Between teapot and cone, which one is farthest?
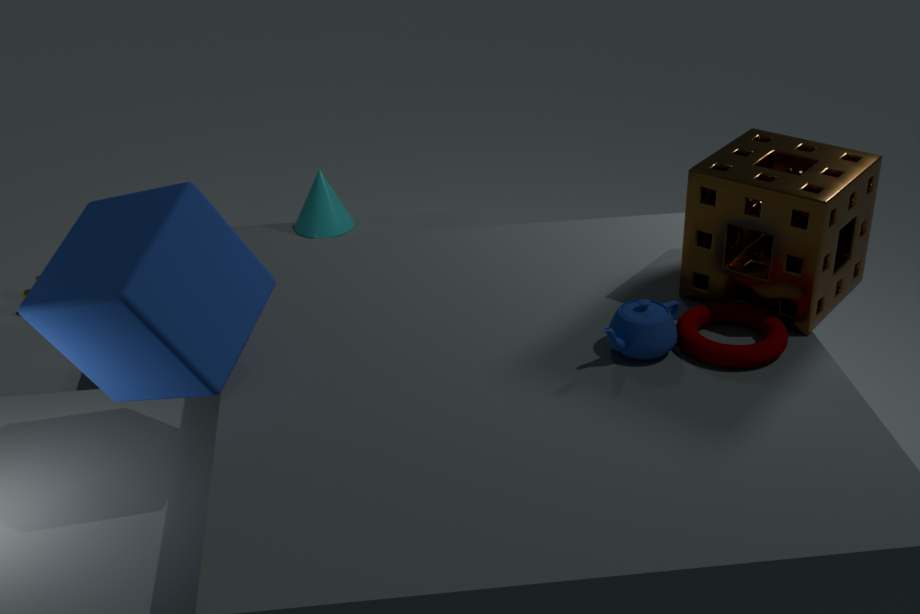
cone
